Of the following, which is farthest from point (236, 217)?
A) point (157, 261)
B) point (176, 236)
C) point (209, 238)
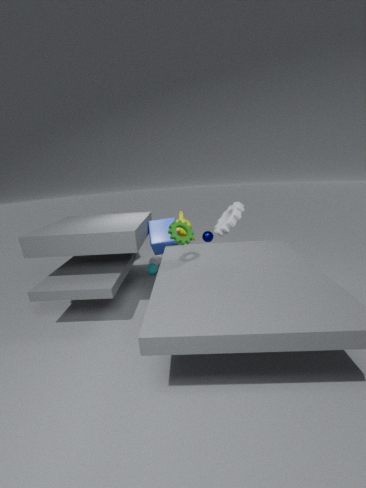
point (157, 261)
